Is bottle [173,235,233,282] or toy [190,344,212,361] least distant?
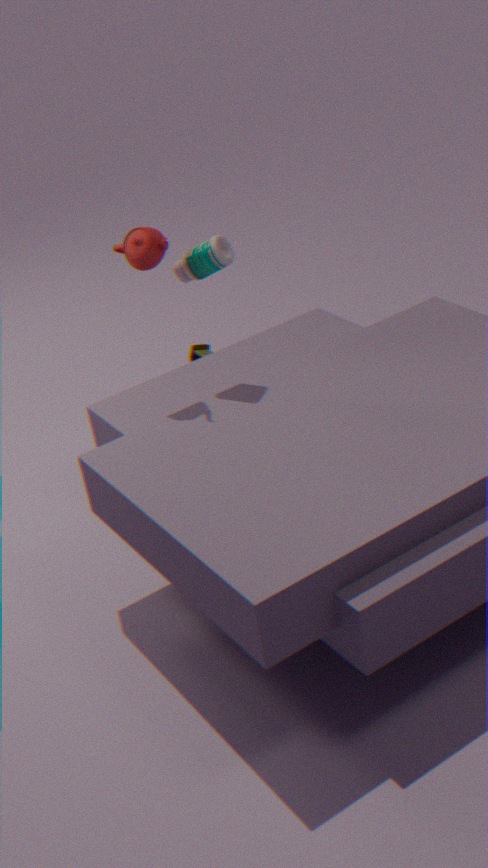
bottle [173,235,233,282]
